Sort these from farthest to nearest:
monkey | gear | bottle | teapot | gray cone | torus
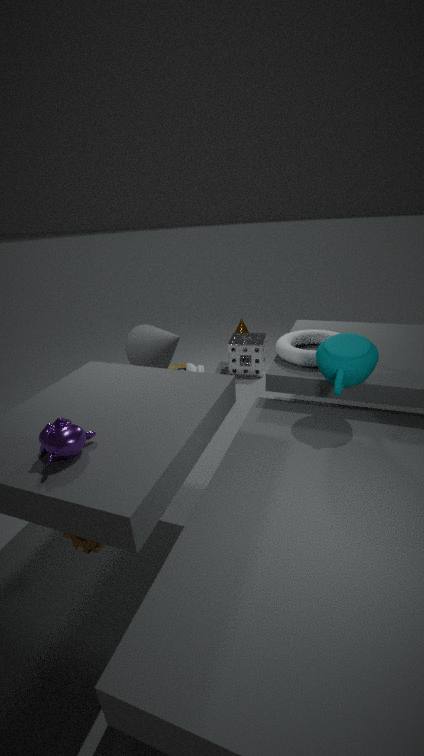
bottle < gray cone < torus < teapot < gear < monkey
